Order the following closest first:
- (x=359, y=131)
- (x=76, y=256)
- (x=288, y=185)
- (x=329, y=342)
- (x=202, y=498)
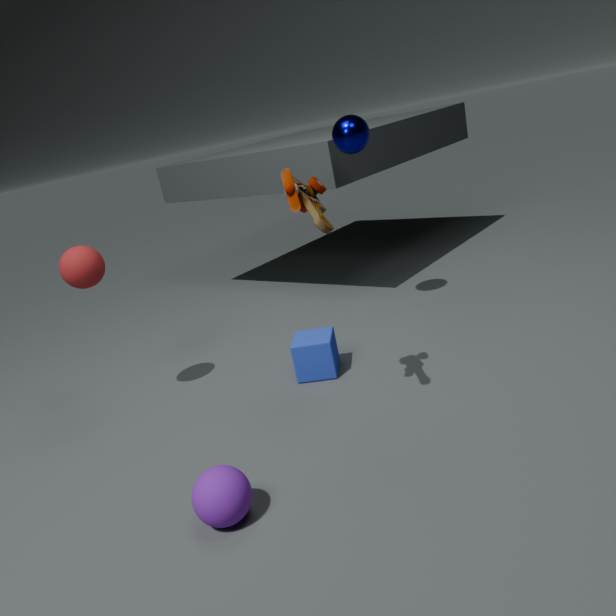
1. (x=202, y=498)
2. (x=288, y=185)
3. (x=76, y=256)
4. (x=329, y=342)
5. (x=359, y=131)
